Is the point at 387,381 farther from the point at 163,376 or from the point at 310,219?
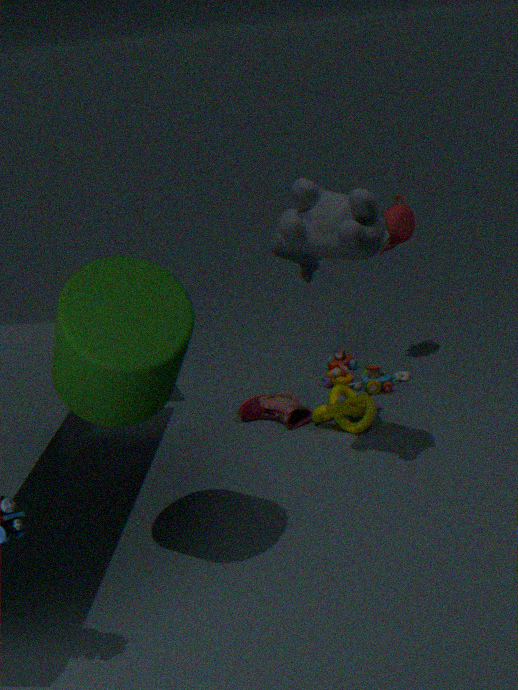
the point at 163,376
